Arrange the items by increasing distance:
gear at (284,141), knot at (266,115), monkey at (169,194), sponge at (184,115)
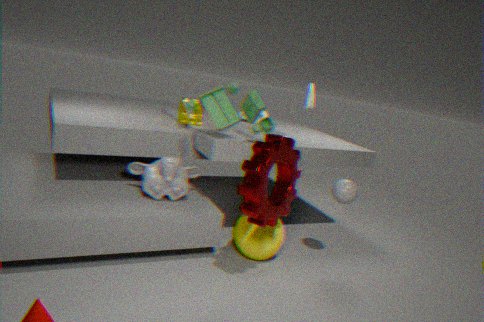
gear at (284,141) < monkey at (169,194) < sponge at (184,115) < knot at (266,115)
